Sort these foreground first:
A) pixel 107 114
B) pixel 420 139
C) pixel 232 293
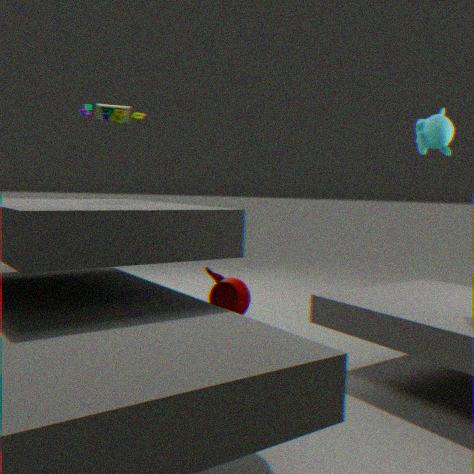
pixel 232 293 → pixel 107 114 → pixel 420 139
